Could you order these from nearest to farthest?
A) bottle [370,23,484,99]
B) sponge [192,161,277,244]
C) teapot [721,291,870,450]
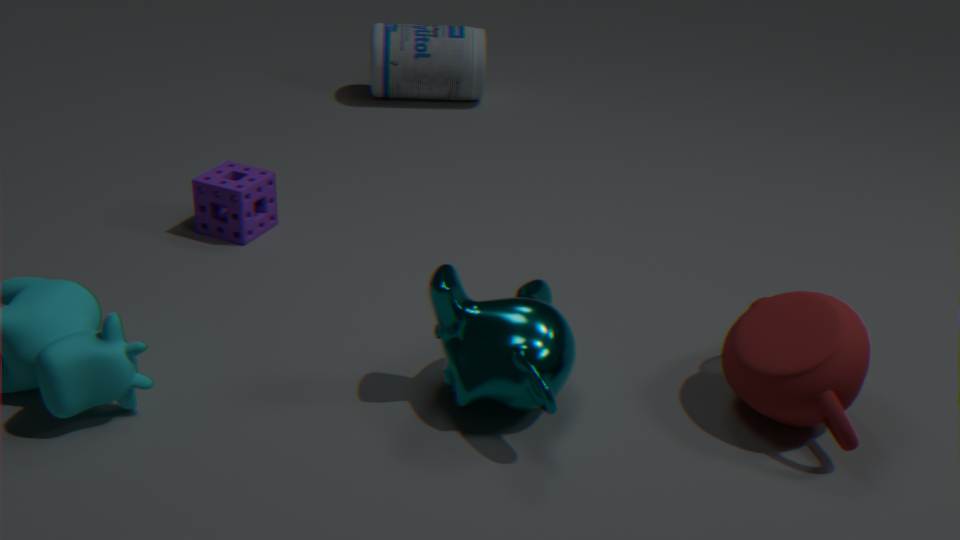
teapot [721,291,870,450] → sponge [192,161,277,244] → bottle [370,23,484,99]
